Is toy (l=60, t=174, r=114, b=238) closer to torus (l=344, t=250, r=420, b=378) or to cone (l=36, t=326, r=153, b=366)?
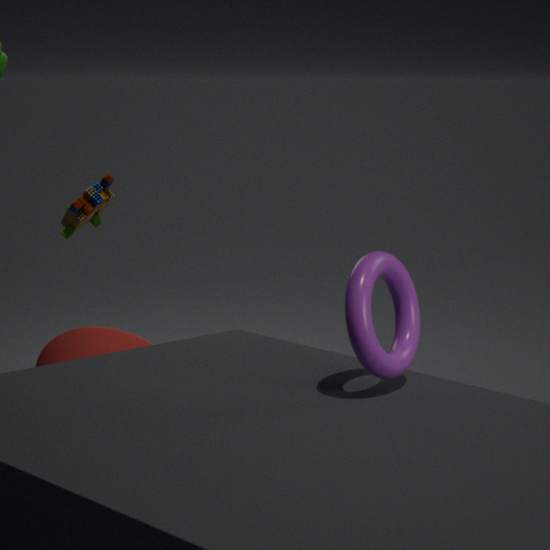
cone (l=36, t=326, r=153, b=366)
